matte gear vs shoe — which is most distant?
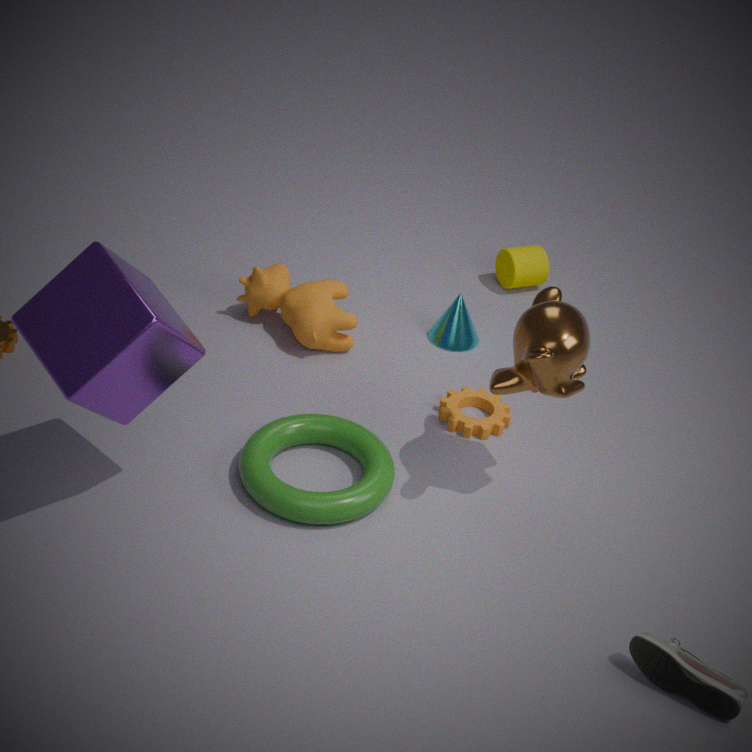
matte gear
